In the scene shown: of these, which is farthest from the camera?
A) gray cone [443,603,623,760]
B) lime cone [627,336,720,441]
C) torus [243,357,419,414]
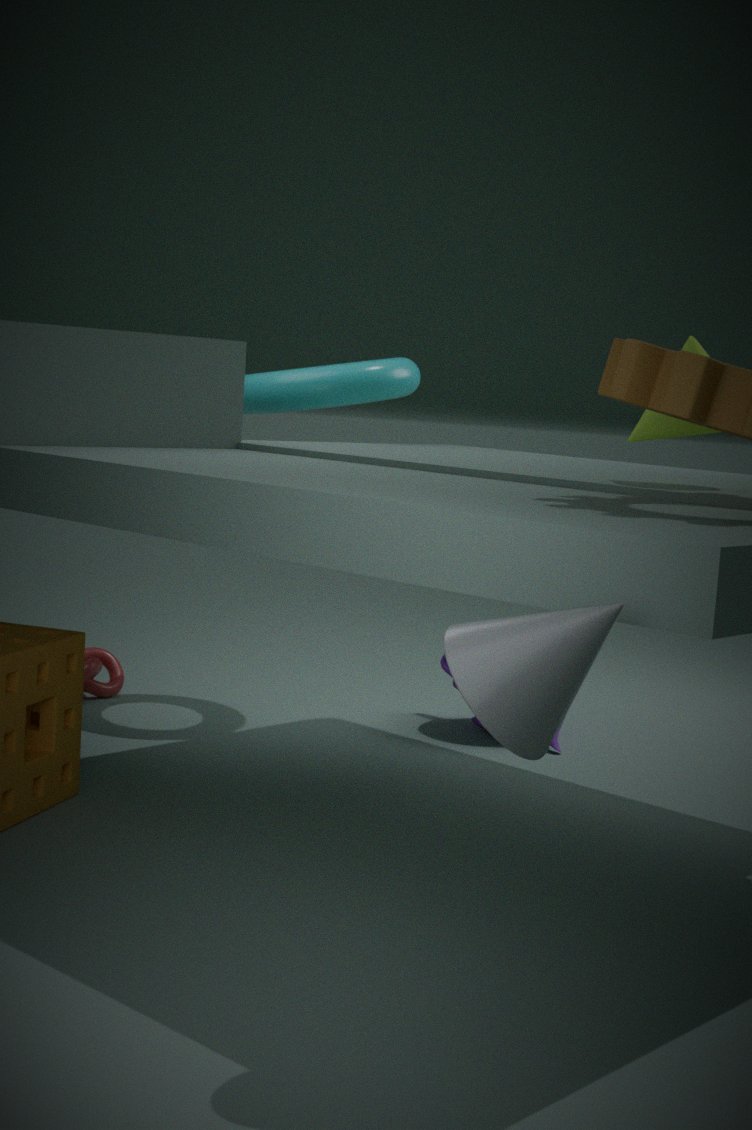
torus [243,357,419,414]
